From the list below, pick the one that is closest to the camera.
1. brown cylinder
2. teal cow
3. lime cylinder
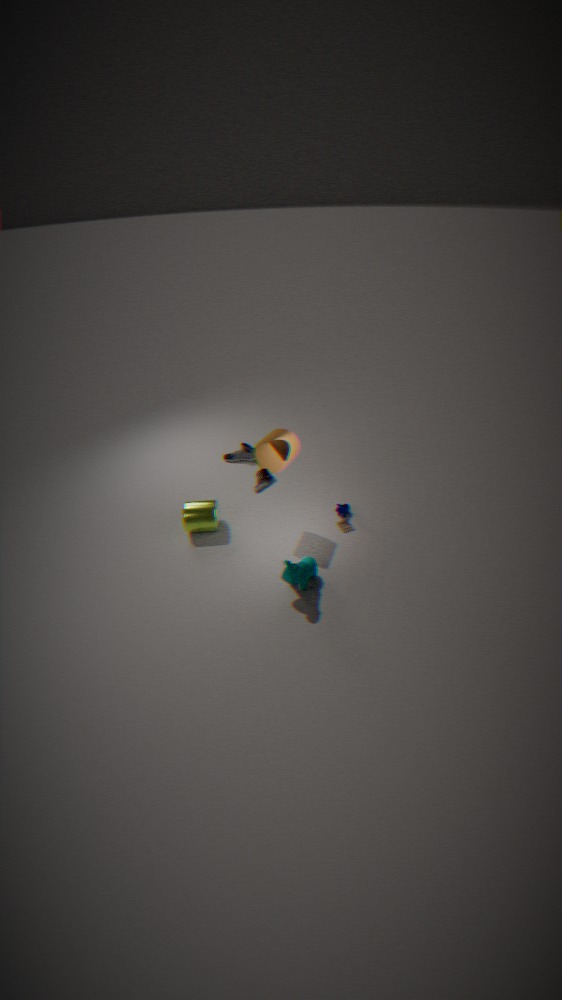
teal cow
